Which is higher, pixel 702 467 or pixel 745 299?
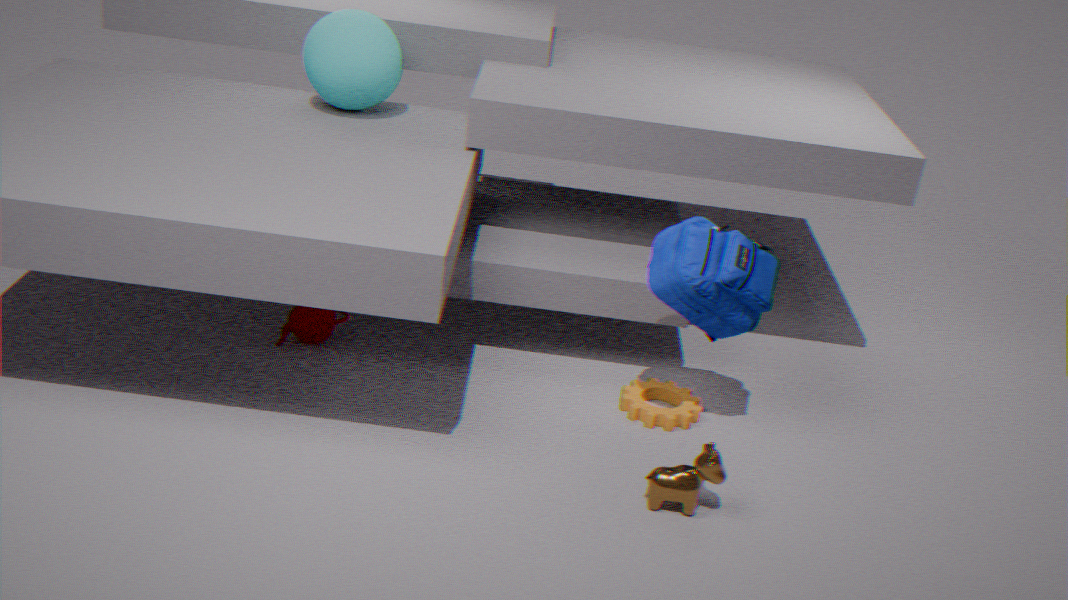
pixel 745 299
